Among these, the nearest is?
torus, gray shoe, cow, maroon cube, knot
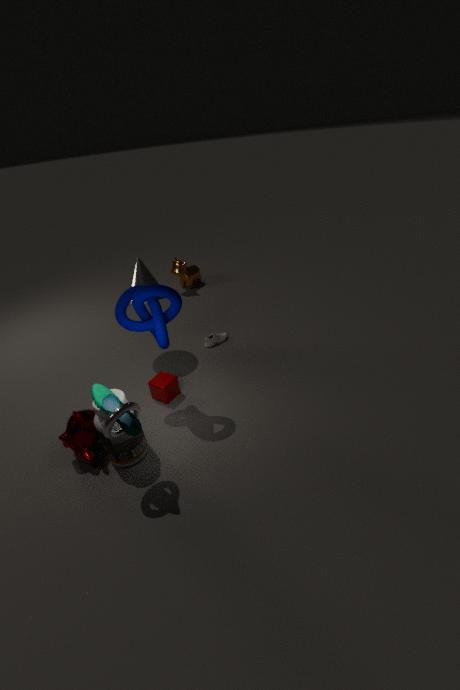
torus
